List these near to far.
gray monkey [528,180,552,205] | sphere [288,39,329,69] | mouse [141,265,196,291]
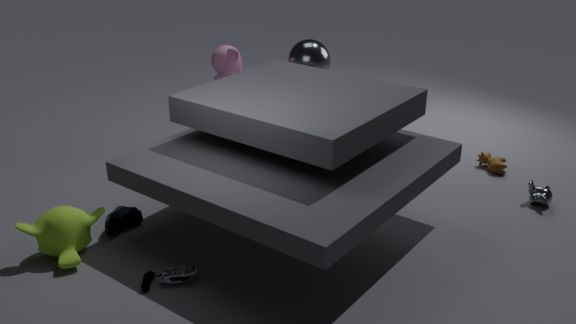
mouse [141,265,196,291] < gray monkey [528,180,552,205] < sphere [288,39,329,69]
